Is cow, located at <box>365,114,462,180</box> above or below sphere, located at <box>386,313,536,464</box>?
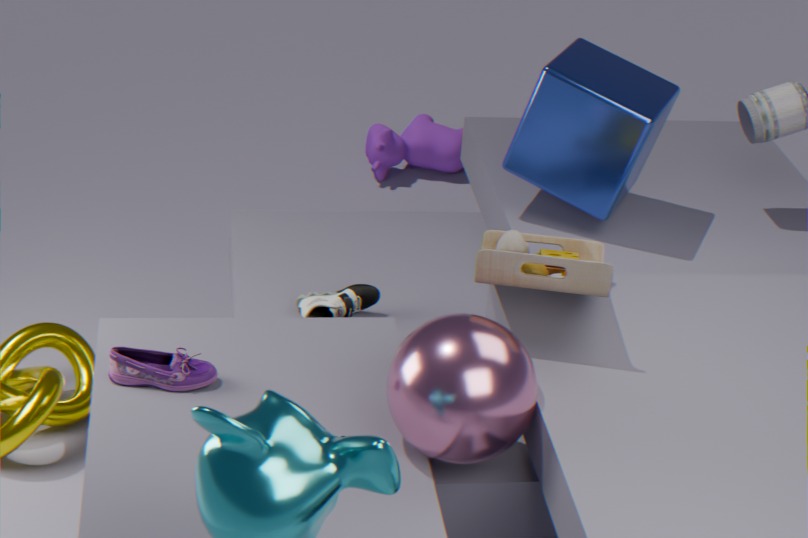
below
